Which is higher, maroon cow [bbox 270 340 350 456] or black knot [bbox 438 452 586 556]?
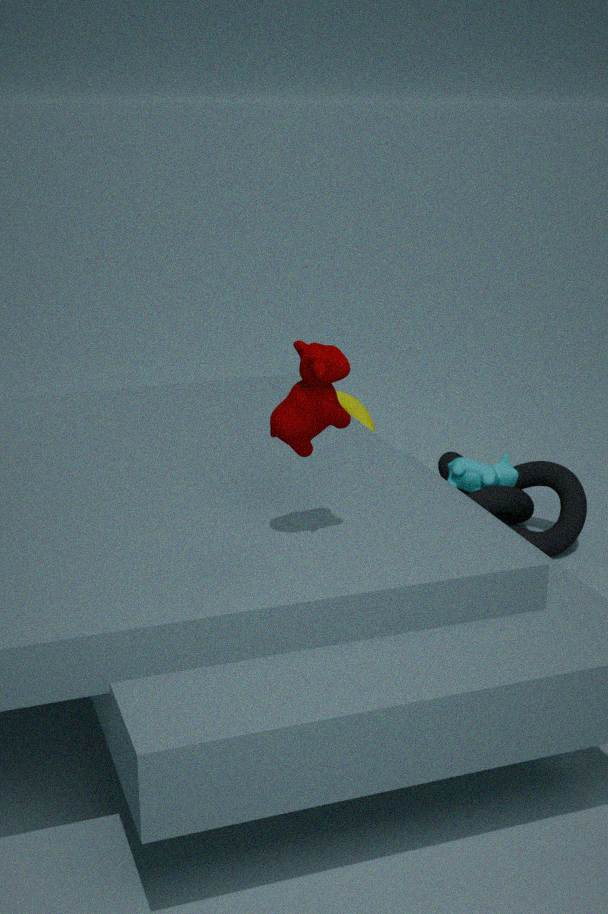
maroon cow [bbox 270 340 350 456]
